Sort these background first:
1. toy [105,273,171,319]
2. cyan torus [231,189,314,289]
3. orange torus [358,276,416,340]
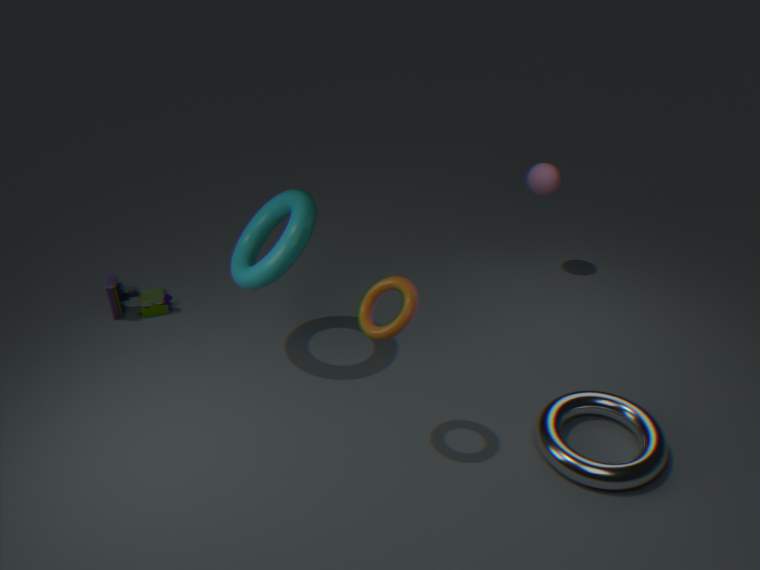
1. toy [105,273,171,319]
2. cyan torus [231,189,314,289]
3. orange torus [358,276,416,340]
